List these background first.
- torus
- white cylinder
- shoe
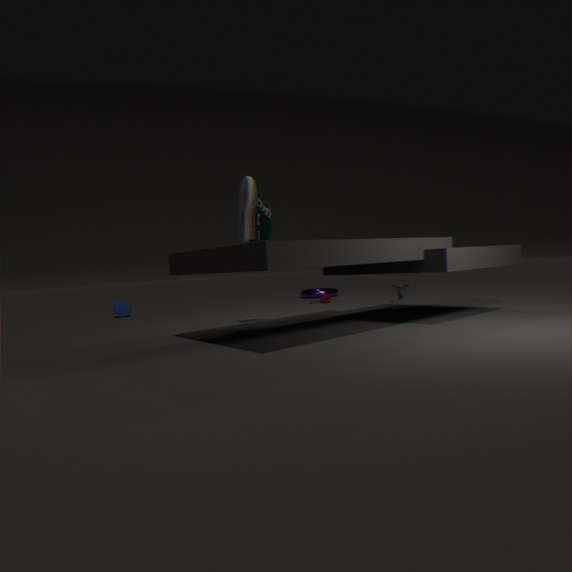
torus, white cylinder, shoe
